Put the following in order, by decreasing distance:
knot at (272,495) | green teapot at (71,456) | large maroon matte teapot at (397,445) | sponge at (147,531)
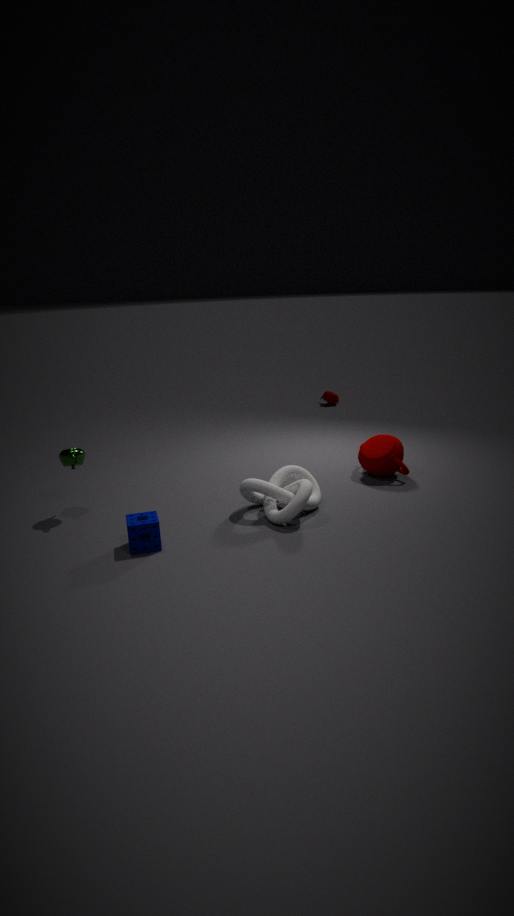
large maroon matte teapot at (397,445) < green teapot at (71,456) < knot at (272,495) < sponge at (147,531)
